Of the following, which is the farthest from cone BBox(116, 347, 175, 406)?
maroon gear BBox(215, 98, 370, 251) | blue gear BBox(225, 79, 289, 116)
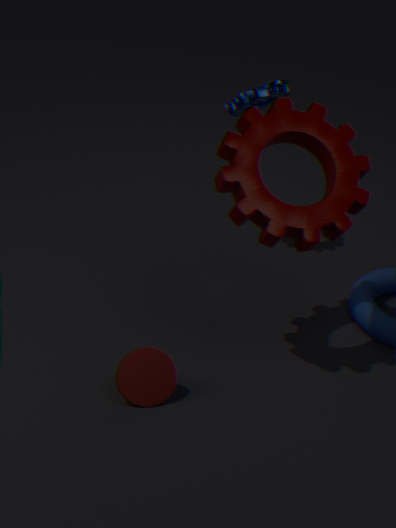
blue gear BBox(225, 79, 289, 116)
